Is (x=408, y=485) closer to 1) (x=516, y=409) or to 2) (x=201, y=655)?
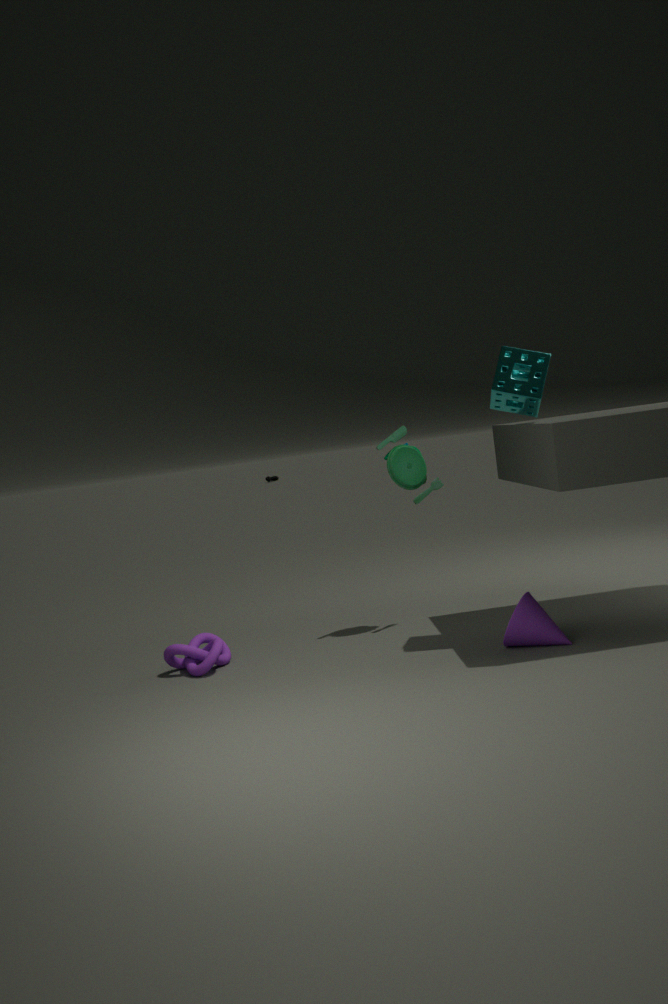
1) (x=516, y=409)
